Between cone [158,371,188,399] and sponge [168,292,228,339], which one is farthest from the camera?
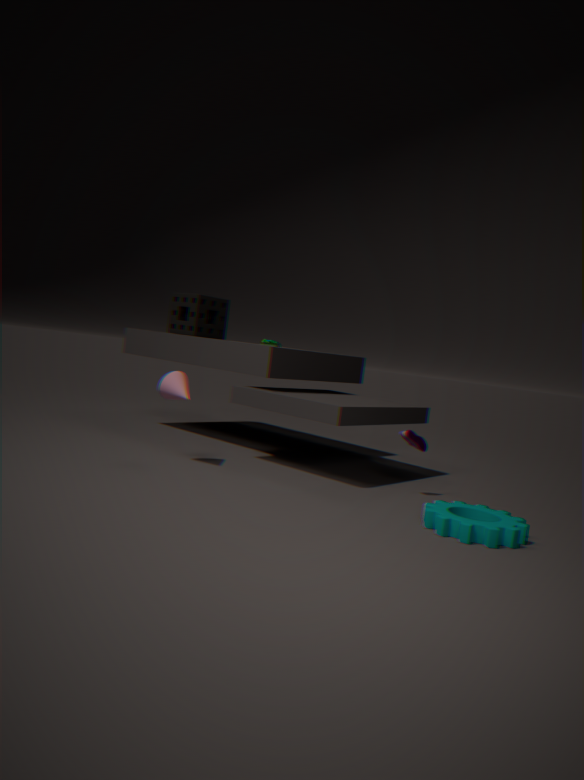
sponge [168,292,228,339]
